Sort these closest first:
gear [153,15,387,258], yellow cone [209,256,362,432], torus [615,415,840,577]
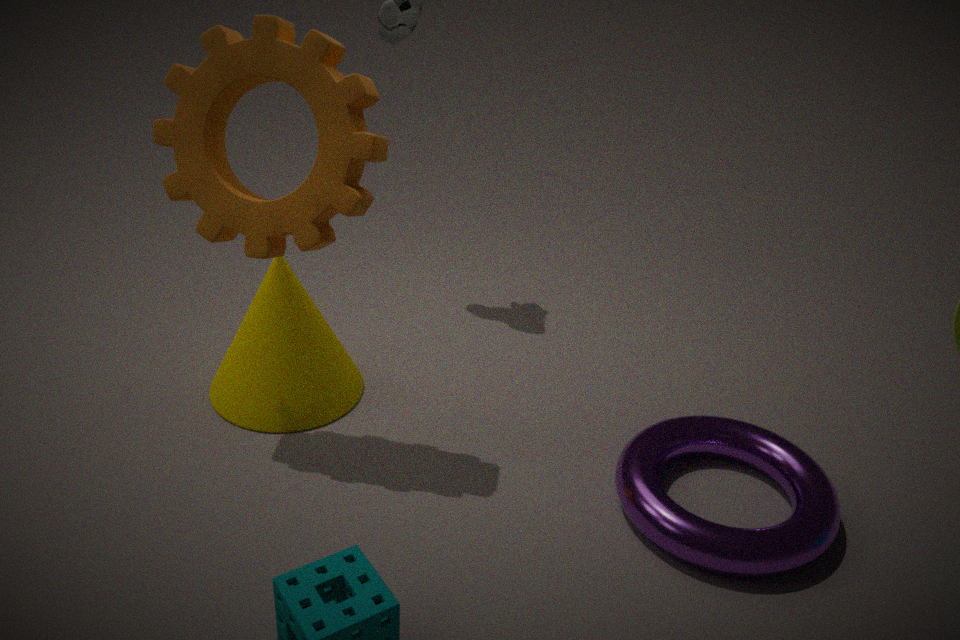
torus [615,415,840,577] < gear [153,15,387,258] < yellow cone [209,256,362,432]
